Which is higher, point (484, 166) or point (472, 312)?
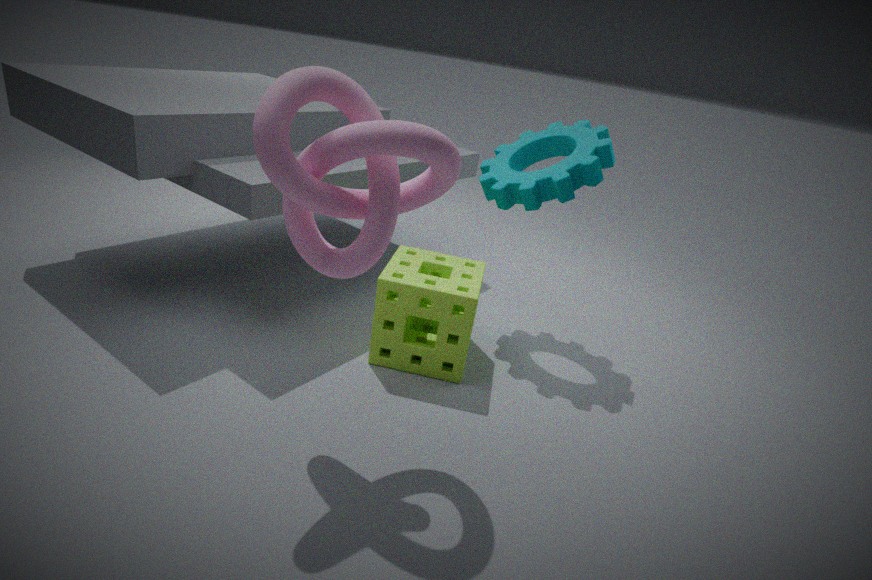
point (484, 166)
